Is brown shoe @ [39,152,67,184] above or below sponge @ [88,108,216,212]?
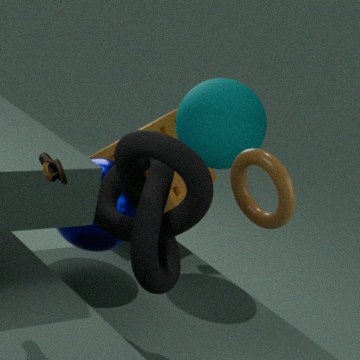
above
